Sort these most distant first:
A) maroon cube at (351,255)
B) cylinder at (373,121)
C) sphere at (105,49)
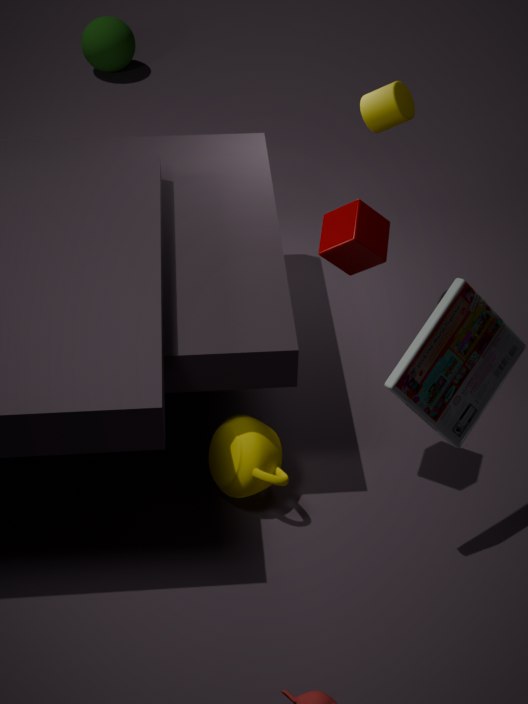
C. sphere at (105,49) → B. cylinder at (373,121) → A. maroon cube at (351,255)
